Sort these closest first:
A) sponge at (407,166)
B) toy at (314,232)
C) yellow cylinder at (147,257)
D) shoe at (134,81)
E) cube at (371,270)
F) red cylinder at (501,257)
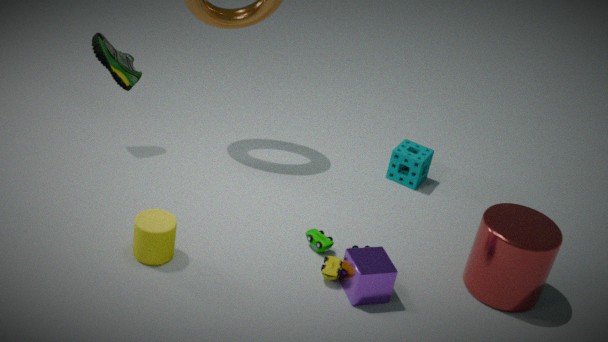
1. yellow cylinder at (147,257)
2. cube at (371,270)
3. red cylinder at (501,257)
4. toy at (314,232)
5. shoe at (134,81)
6. sponge at (407,166)
